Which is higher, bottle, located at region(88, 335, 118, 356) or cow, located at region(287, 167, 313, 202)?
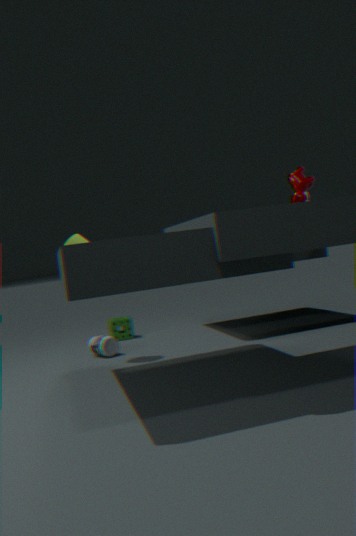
cow, located at region(287, 167, 313, 202)
